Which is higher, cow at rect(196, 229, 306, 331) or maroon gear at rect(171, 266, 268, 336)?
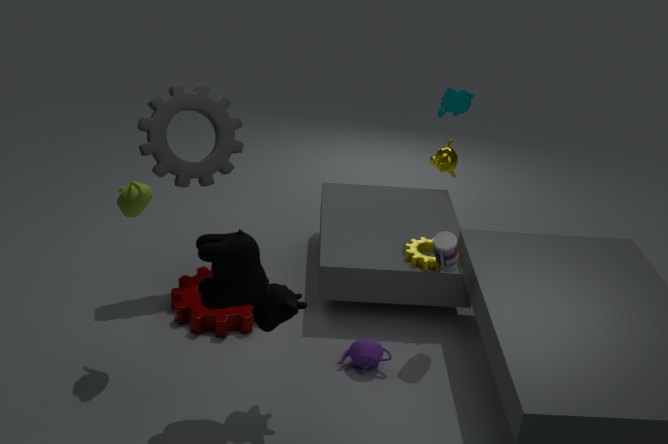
cow at rect(196, 229, 306, 331)
